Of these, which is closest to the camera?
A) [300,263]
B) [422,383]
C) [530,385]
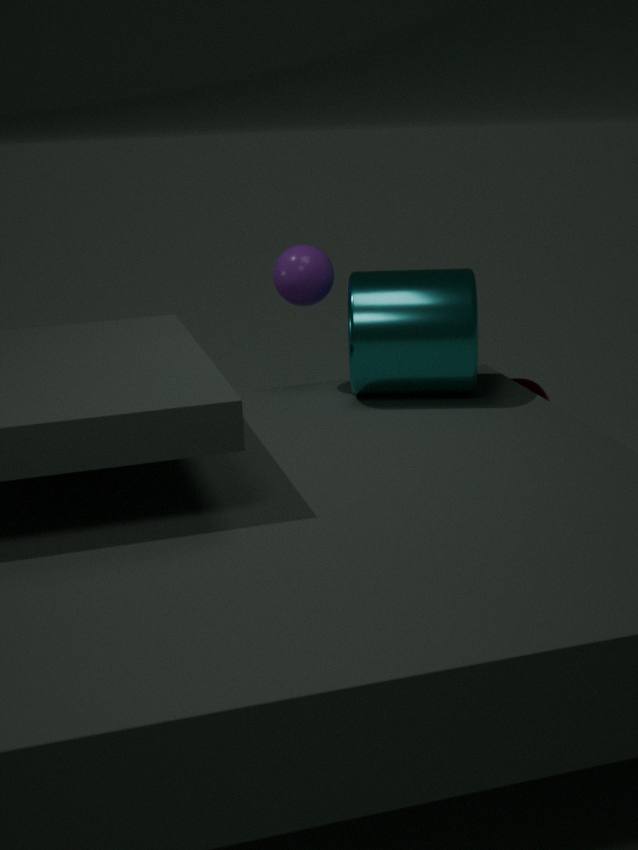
B. [422,383]
